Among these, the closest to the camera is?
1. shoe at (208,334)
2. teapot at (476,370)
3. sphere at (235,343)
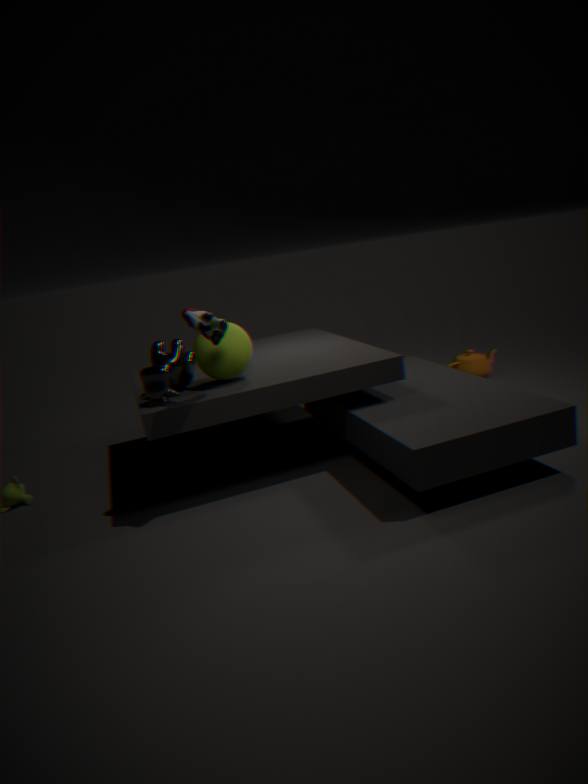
shoe at (208,334)
